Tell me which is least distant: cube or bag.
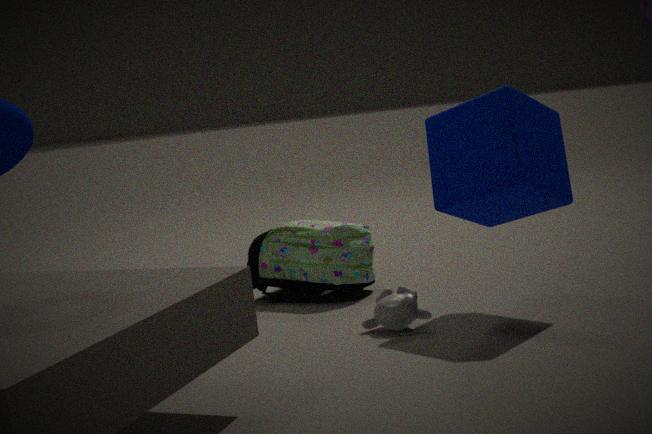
cube
